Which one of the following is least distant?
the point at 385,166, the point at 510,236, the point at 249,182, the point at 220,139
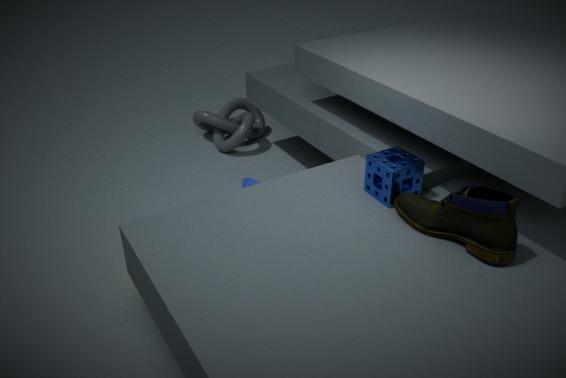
the point at 510,236
